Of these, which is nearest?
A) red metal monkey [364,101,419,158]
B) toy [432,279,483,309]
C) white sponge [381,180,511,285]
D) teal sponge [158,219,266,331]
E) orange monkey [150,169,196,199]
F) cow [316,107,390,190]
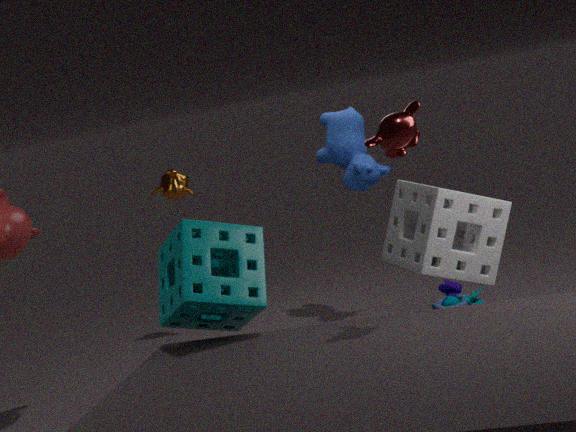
red metal monkey [364,101,419,158]
